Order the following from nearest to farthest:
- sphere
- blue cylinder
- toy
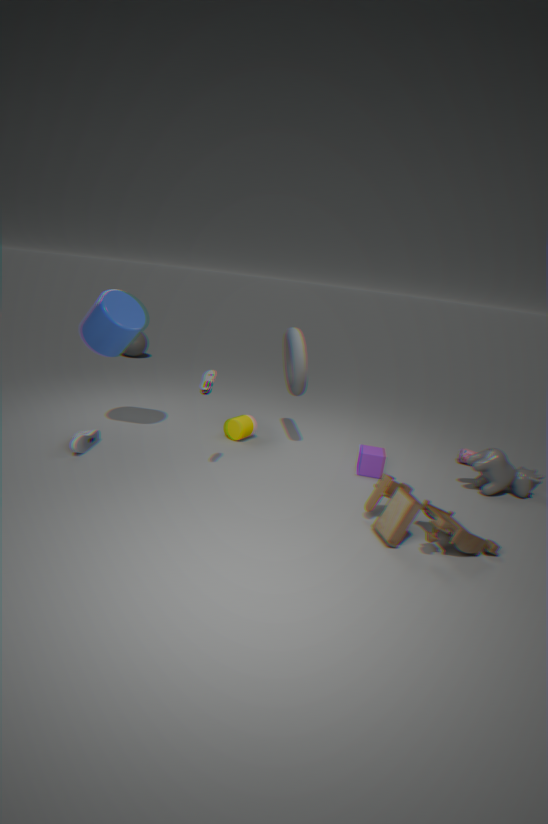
toy, blue cylinder, sphere
